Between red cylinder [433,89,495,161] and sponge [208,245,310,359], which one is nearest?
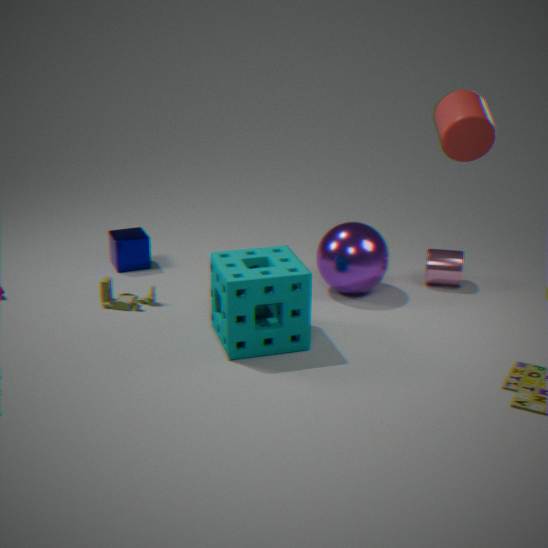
red cylinder [433,89,495,161]
